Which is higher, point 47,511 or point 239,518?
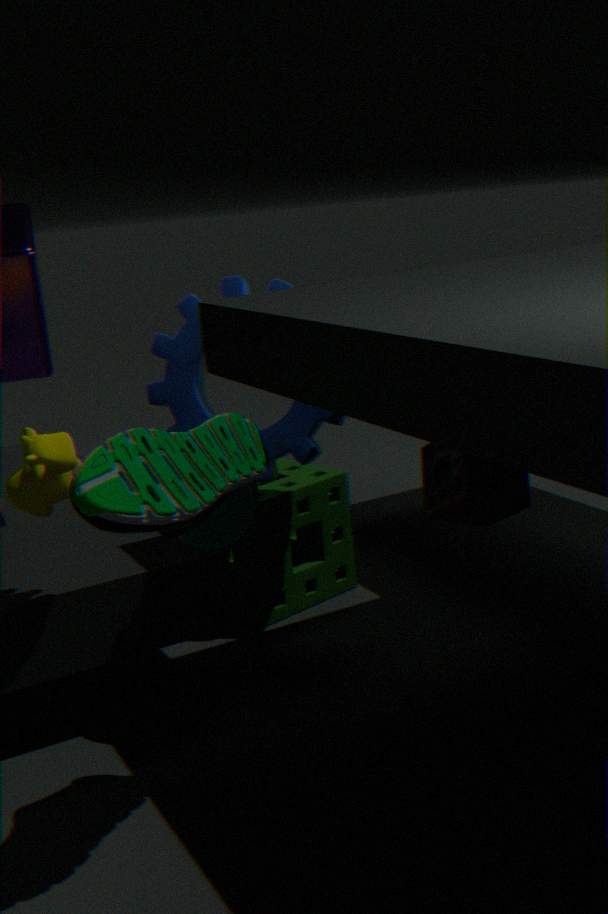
point 47,511
